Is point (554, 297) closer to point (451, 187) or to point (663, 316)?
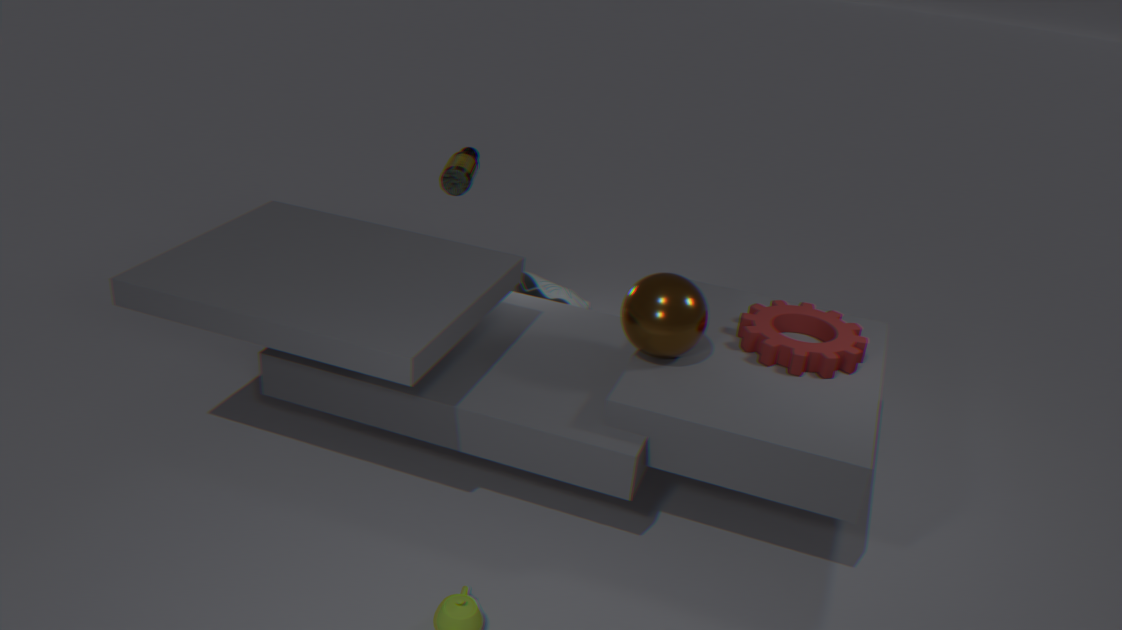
point (451, 187)
